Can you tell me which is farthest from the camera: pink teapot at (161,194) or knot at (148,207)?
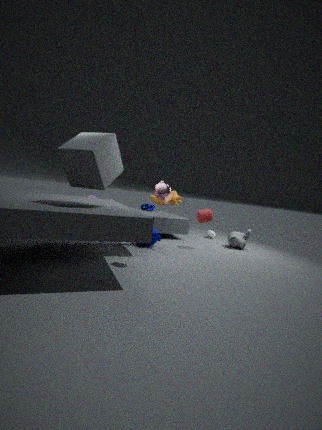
knot at (148,207)
